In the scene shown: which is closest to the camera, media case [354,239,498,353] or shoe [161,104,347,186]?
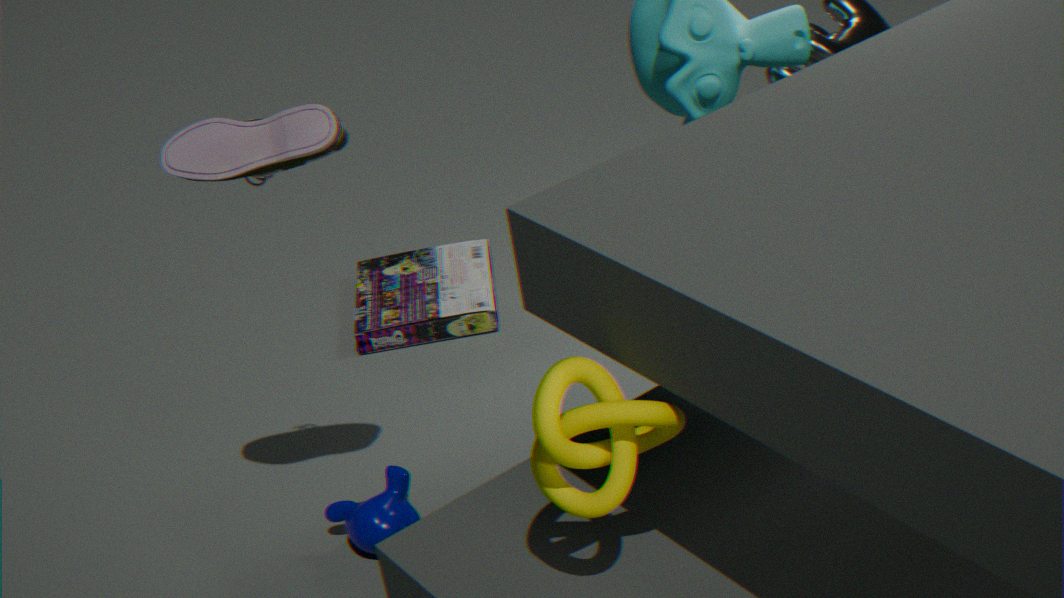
shoe [161,104,347,186]
